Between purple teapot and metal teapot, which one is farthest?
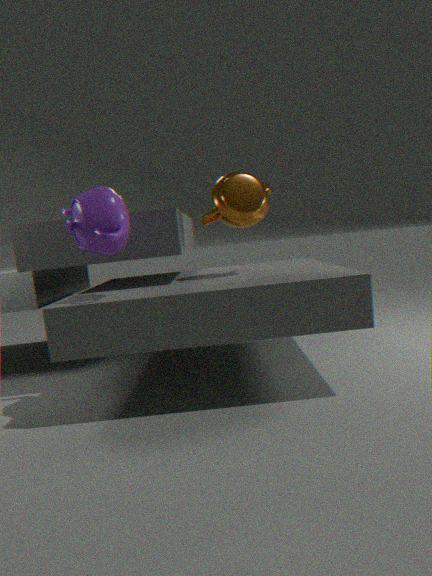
metal teapot
